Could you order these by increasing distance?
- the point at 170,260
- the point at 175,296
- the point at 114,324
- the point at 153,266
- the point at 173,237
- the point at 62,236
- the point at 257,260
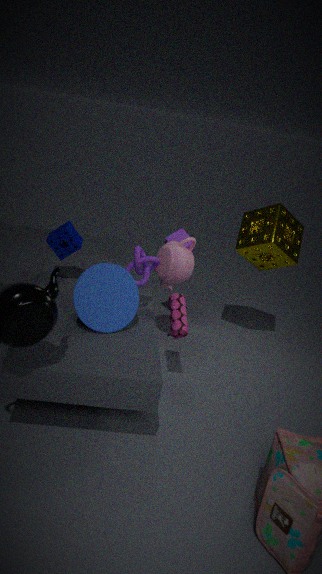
the point at 114,324, the point at 175,296, the point at 153,266, the point at 62,236, the point at 170,260, the point at 257,260, the point at 173,237
